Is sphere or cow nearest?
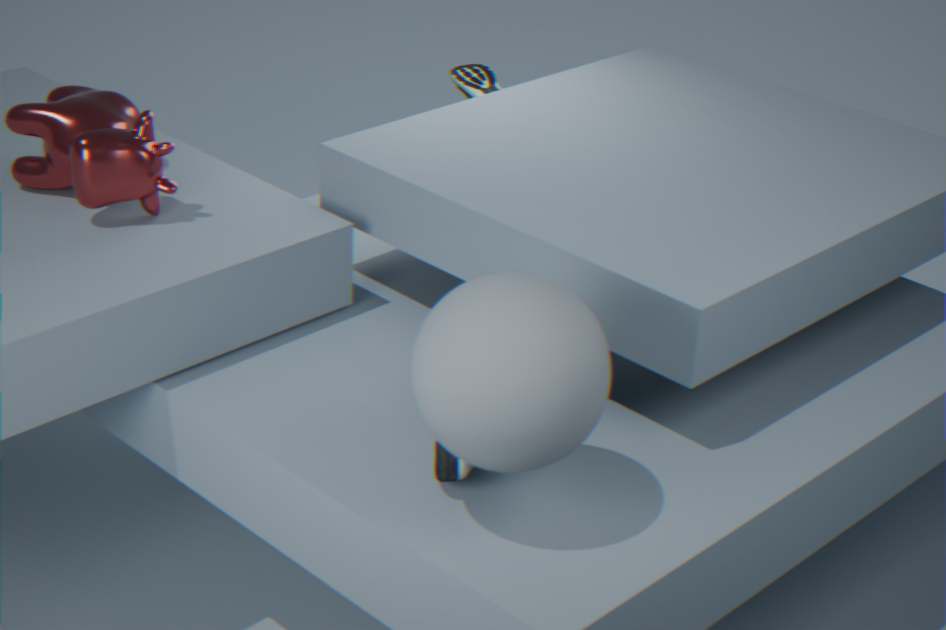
sphere
